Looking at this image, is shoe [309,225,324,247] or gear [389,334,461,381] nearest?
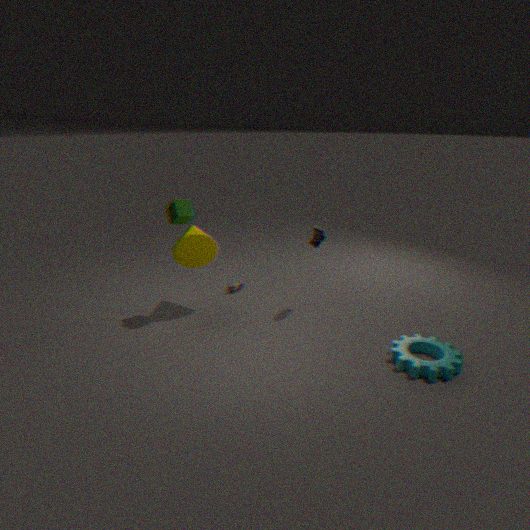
gear [389,334,461,381]
